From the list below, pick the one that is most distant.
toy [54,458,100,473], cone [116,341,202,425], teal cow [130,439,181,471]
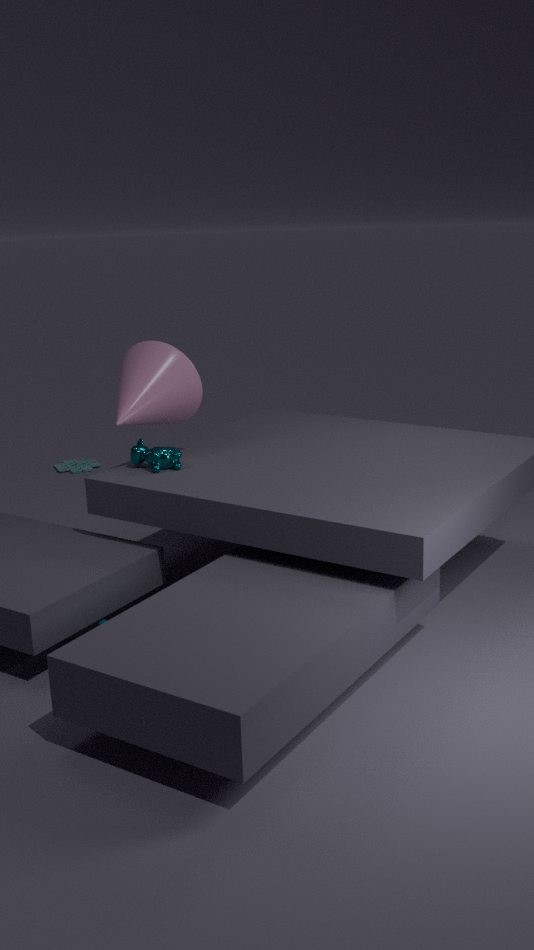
toy [54,458,100,473]
